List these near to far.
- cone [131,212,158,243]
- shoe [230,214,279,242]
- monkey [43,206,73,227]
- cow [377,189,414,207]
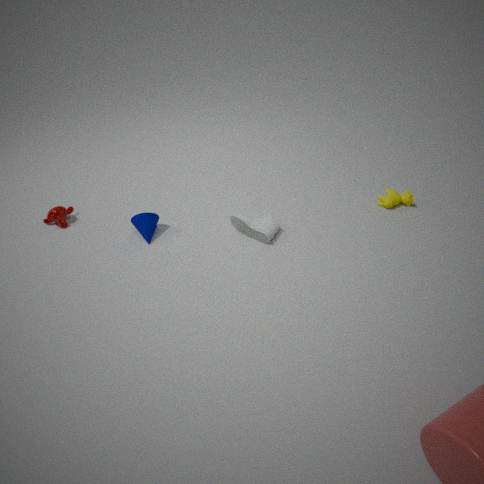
shoe [230,214,279,242] < cone [131,212,158,243] < cow [377,189,414,207] < monkey [43,206,73,227]
